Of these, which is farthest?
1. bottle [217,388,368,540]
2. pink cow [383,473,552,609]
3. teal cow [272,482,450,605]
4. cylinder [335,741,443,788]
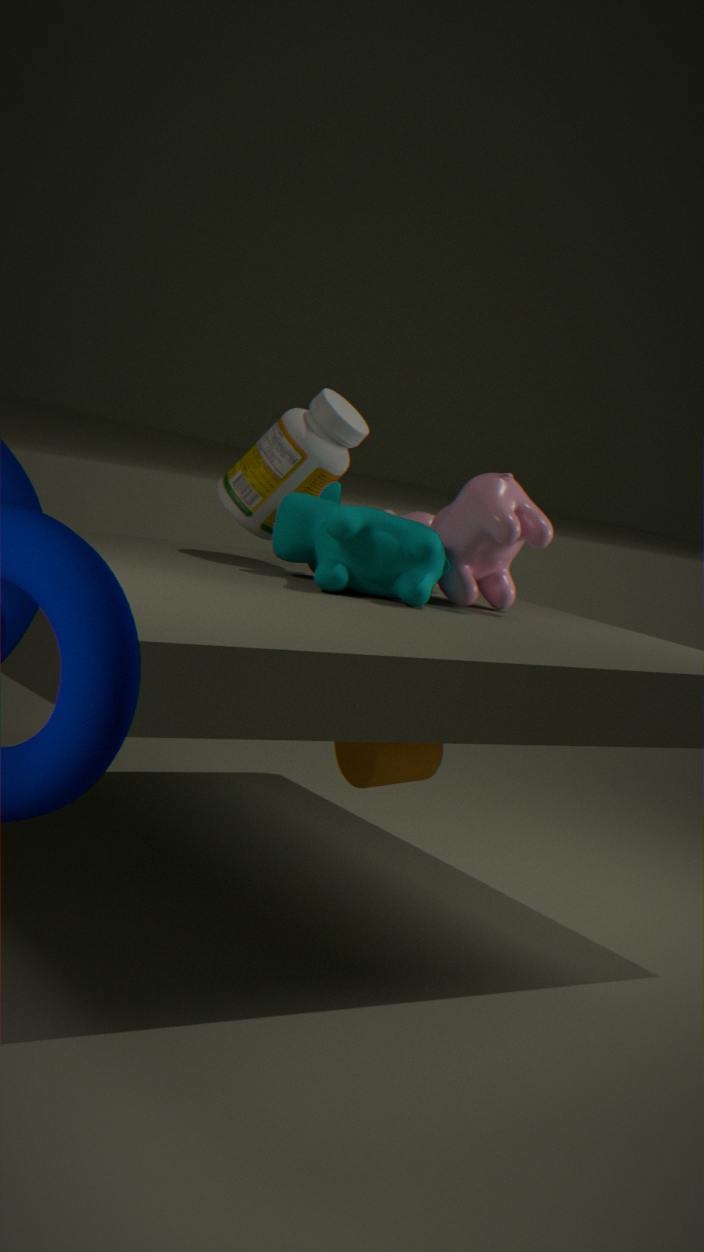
bottle [217,388,368,540]
